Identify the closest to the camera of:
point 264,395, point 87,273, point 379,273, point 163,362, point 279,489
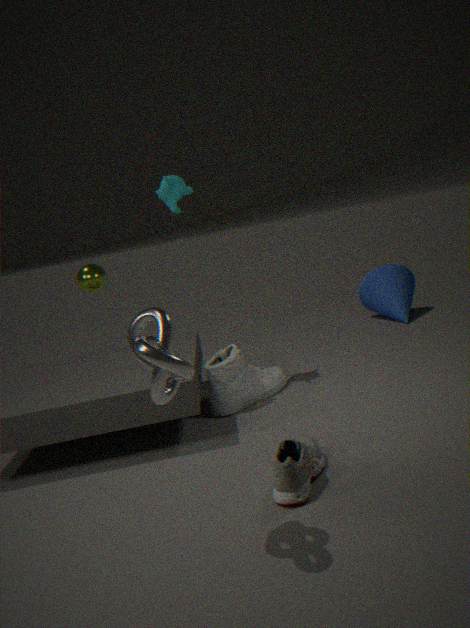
point 163,362
